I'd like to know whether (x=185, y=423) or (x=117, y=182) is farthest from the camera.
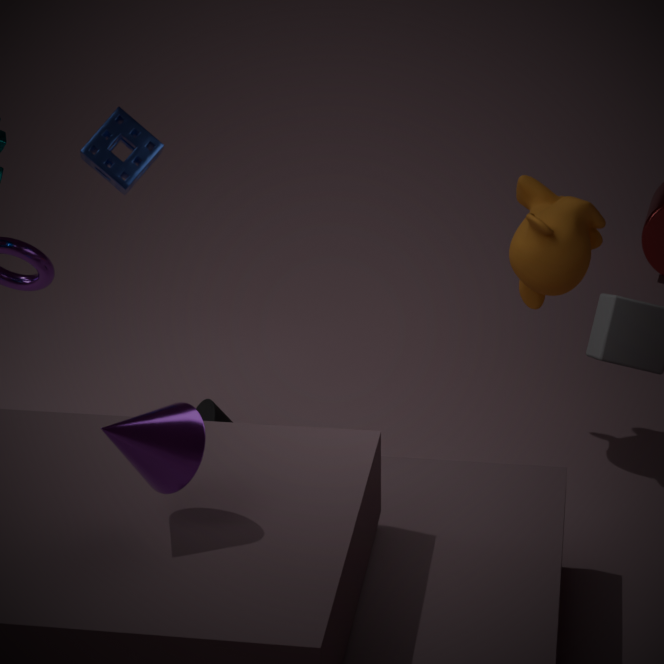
(x=117, y=182)
